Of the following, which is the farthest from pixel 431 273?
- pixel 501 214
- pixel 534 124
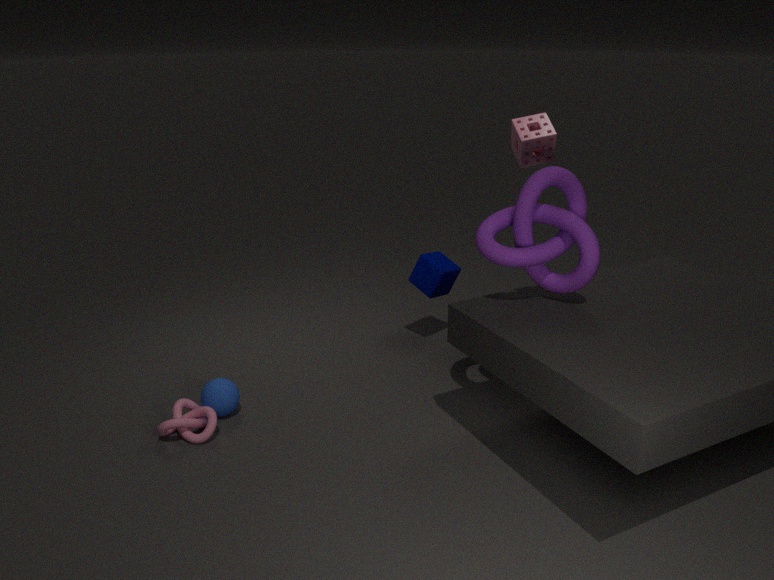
pixel 501 214
